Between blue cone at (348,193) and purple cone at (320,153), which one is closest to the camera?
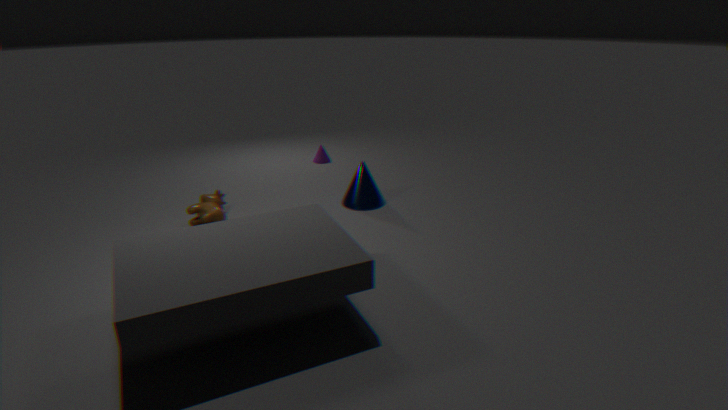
blue cone at (348,193)
